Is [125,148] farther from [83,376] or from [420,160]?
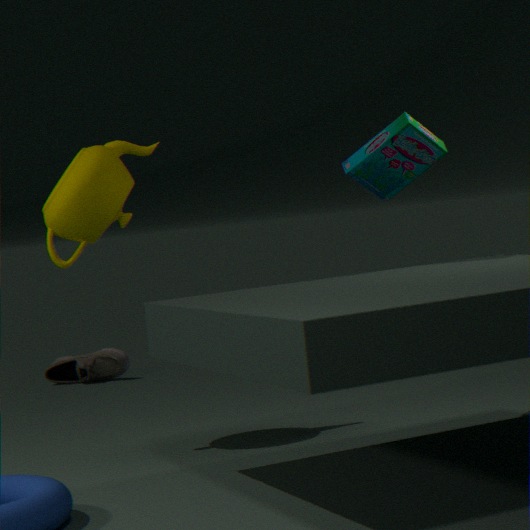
[83,376]
